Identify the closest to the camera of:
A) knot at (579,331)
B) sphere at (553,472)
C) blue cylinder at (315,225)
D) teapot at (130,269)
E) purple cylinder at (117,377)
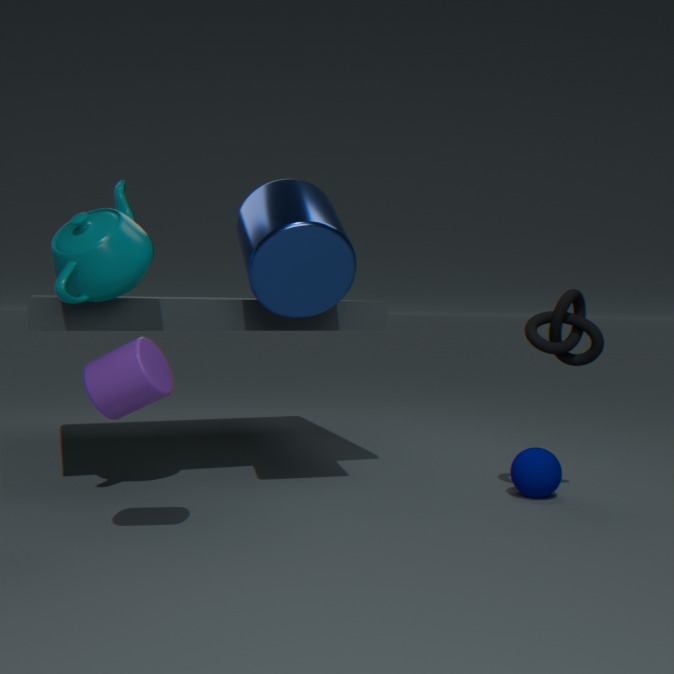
purple cylinder at (117,377)
